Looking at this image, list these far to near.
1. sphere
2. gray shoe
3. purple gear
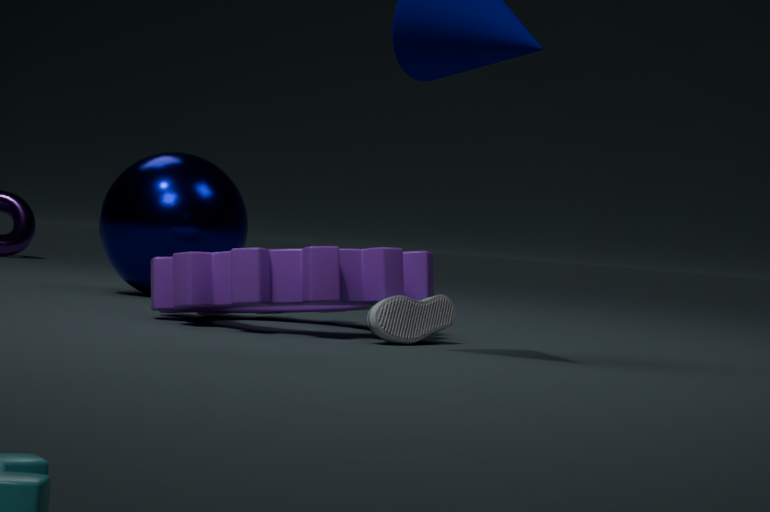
sphere → purple gear → gray shoe
